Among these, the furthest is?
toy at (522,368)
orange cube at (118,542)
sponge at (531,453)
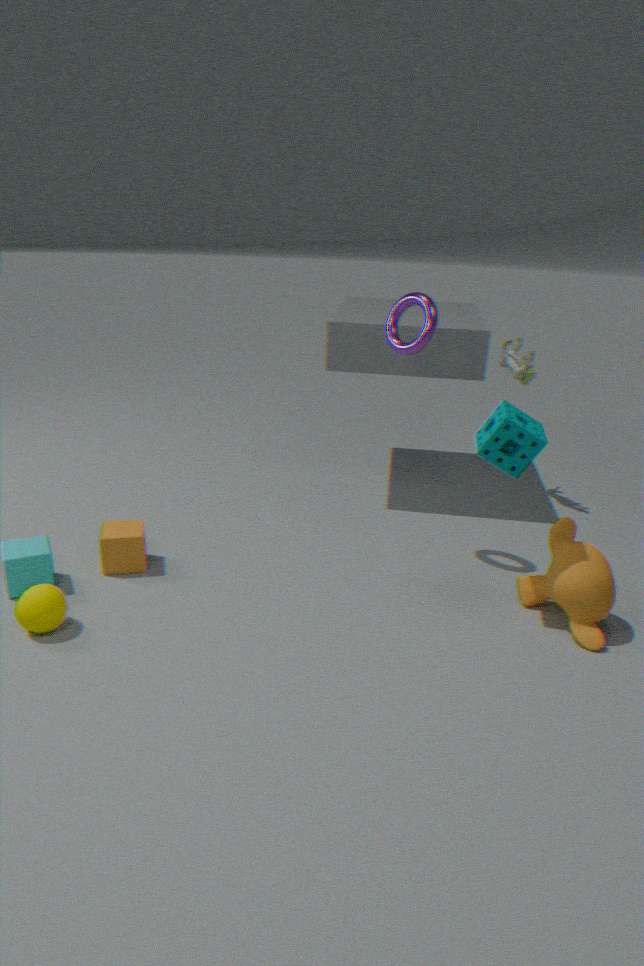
toy at (522,368)
